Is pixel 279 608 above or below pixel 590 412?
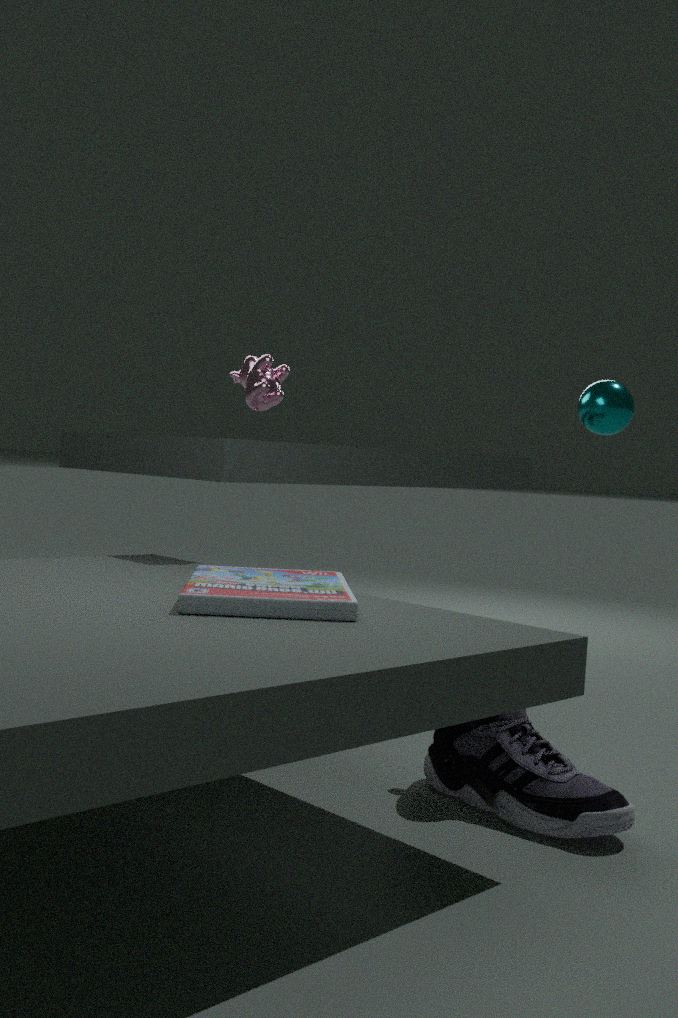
below
